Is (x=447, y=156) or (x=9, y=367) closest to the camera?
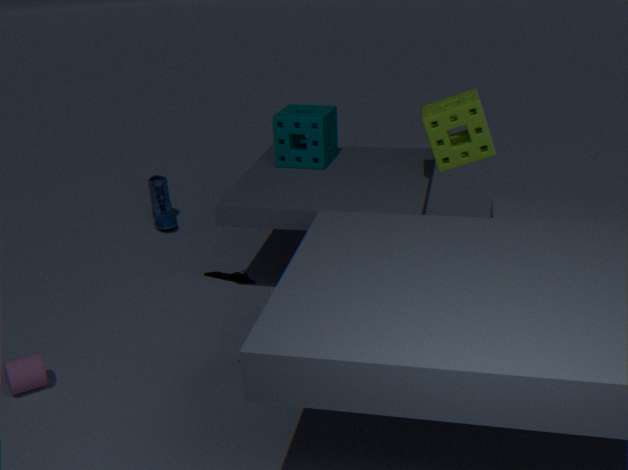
(x=9, y=367)
